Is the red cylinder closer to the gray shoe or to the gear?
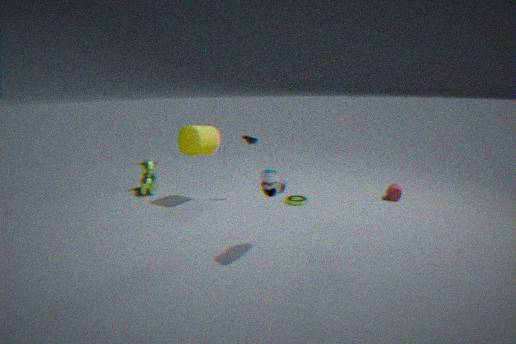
the gear
